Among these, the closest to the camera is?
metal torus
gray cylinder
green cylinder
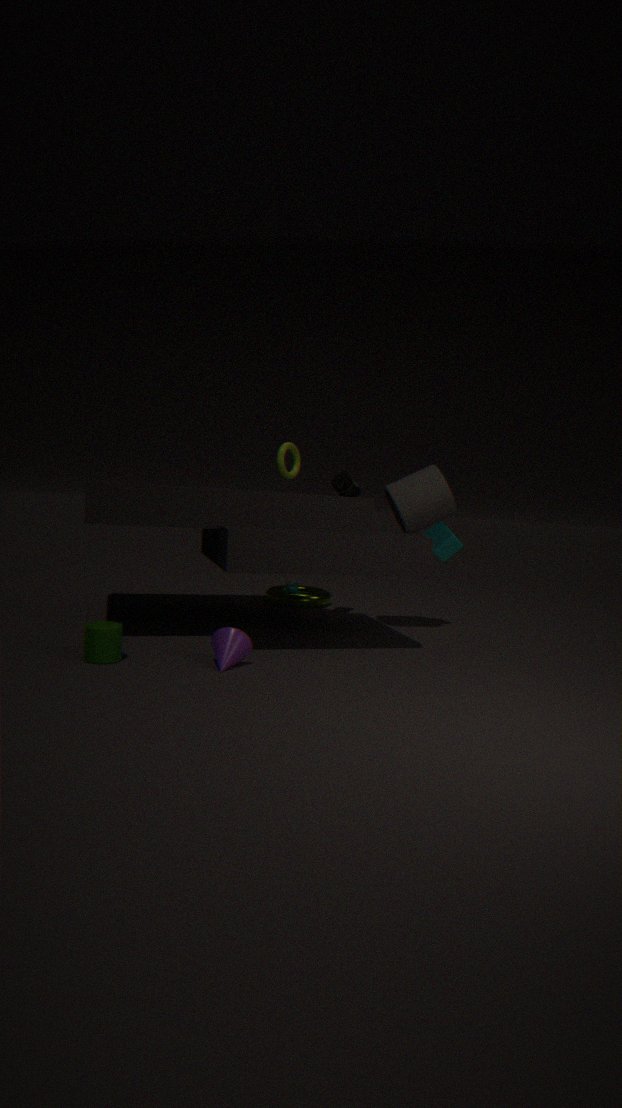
green cylinder
